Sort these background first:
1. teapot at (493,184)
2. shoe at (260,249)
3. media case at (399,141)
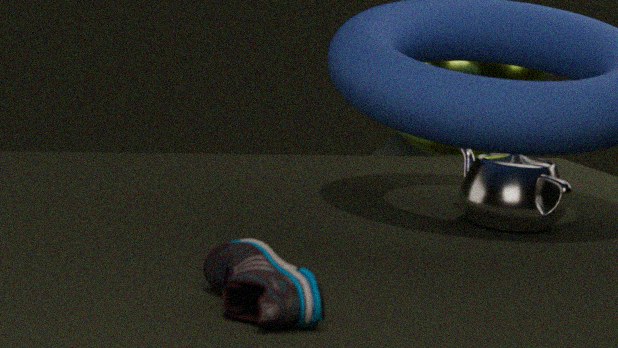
1. media case at (399,141)
2. teapot at (493,184)
3. shoe at (260,249)
